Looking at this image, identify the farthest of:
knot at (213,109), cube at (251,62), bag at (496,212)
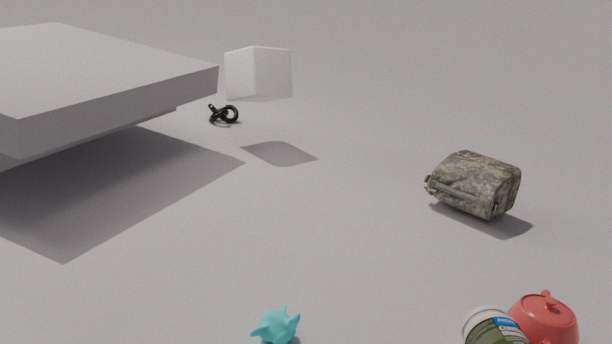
knot at (213,109)
